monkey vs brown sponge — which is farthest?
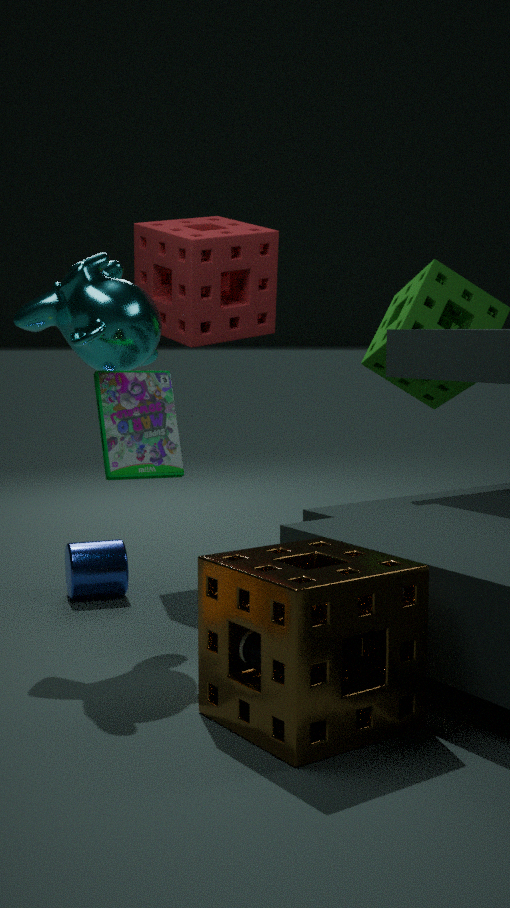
monkey
